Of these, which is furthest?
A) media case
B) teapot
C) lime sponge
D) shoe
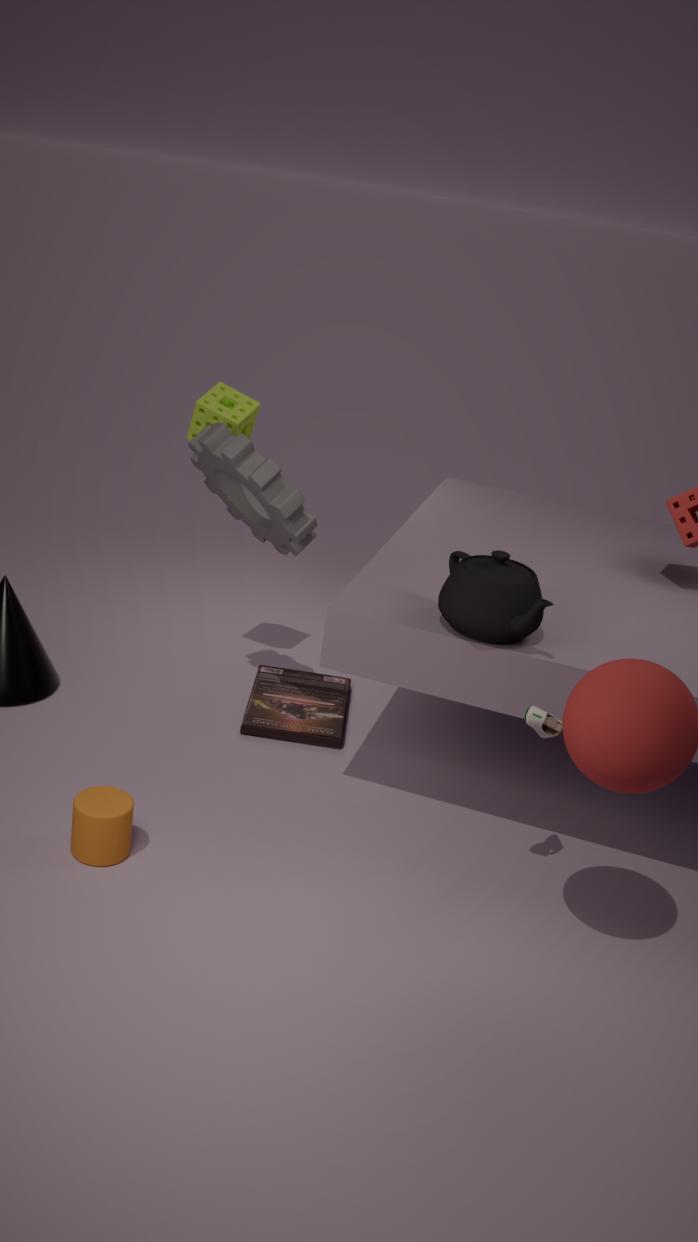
media case
